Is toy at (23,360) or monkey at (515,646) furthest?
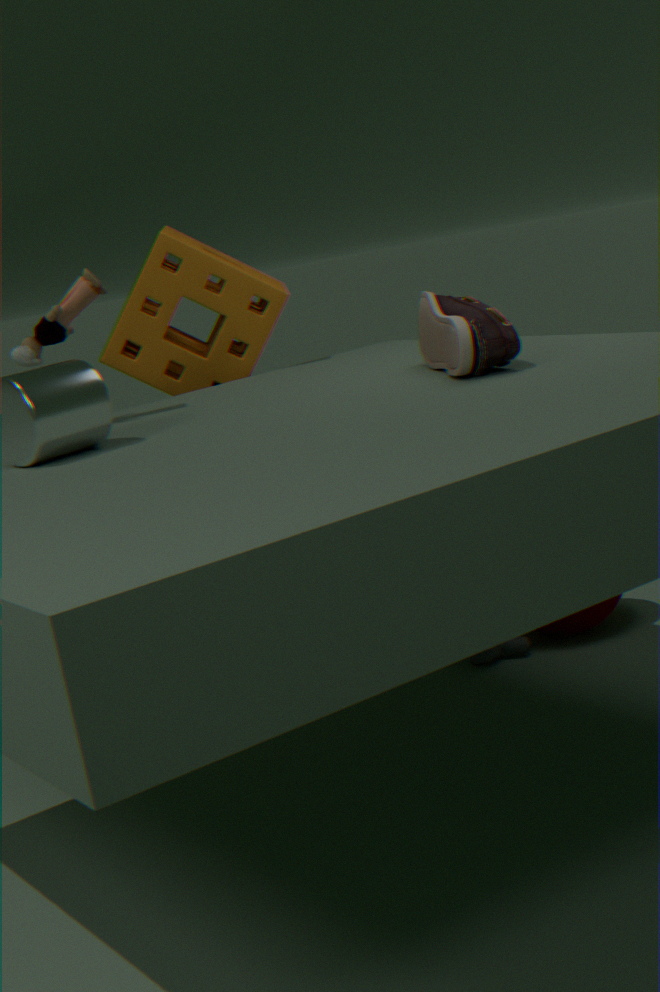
monkey at (515,646)
